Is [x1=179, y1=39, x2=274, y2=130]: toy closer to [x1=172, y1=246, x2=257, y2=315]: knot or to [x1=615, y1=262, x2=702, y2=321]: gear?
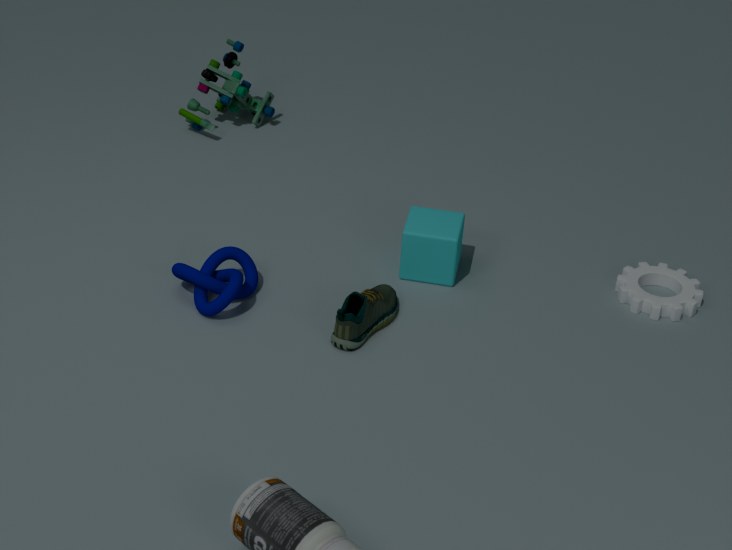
[x1=172, y1=246, x2=257, y2=315]: knot
